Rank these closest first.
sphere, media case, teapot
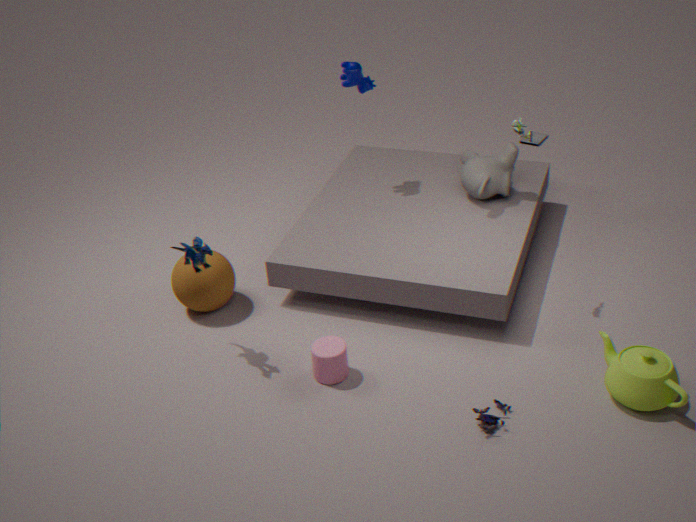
1. teapot
2. sphere
3. media case
